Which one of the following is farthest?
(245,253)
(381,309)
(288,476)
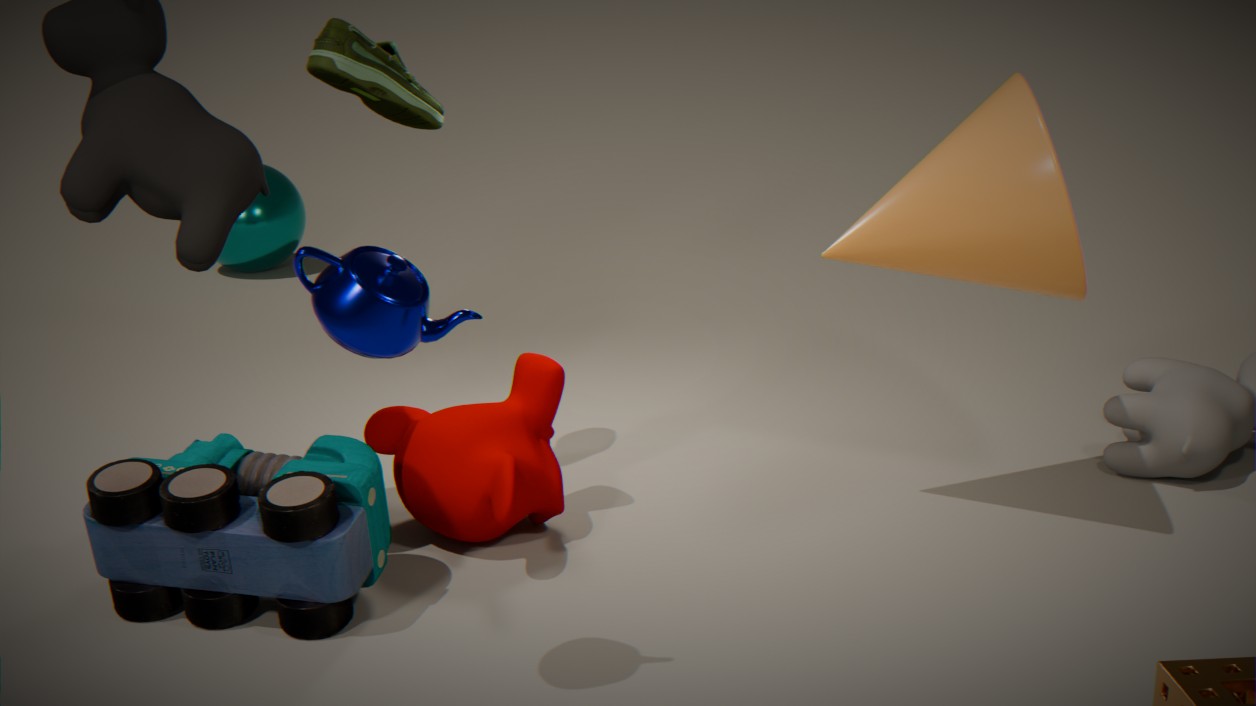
(245,253)
